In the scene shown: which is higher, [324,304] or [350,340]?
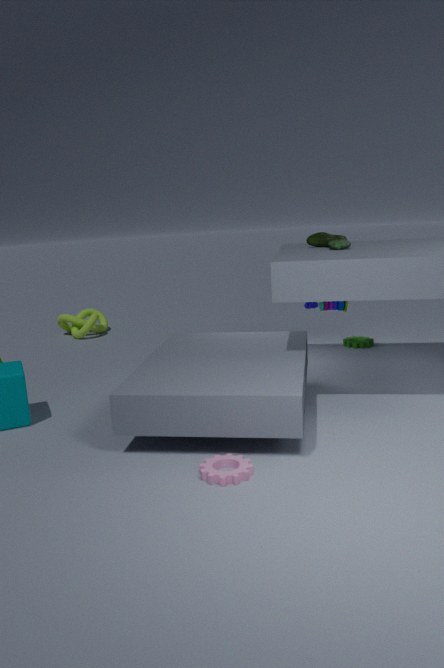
[324,304]
